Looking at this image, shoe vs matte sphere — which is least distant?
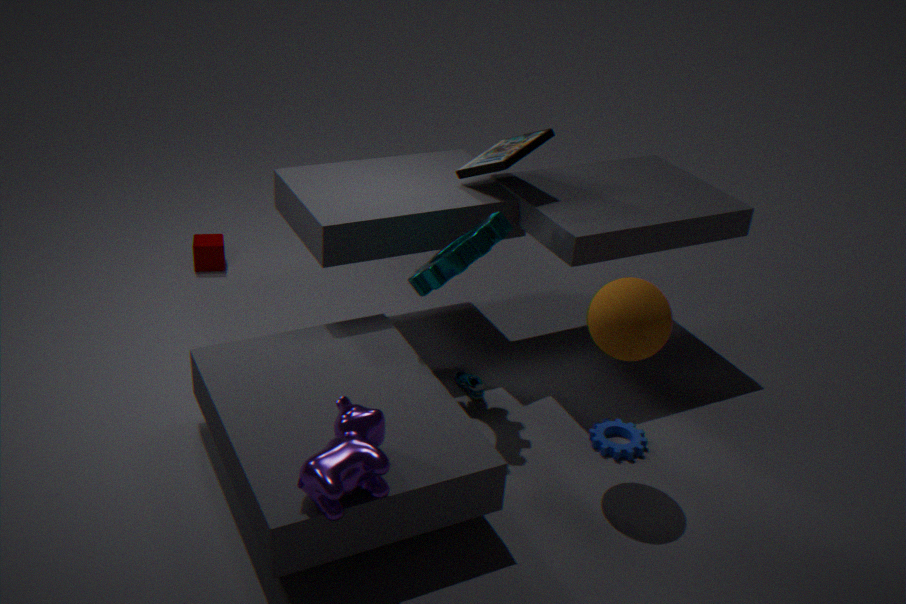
matte sphere
